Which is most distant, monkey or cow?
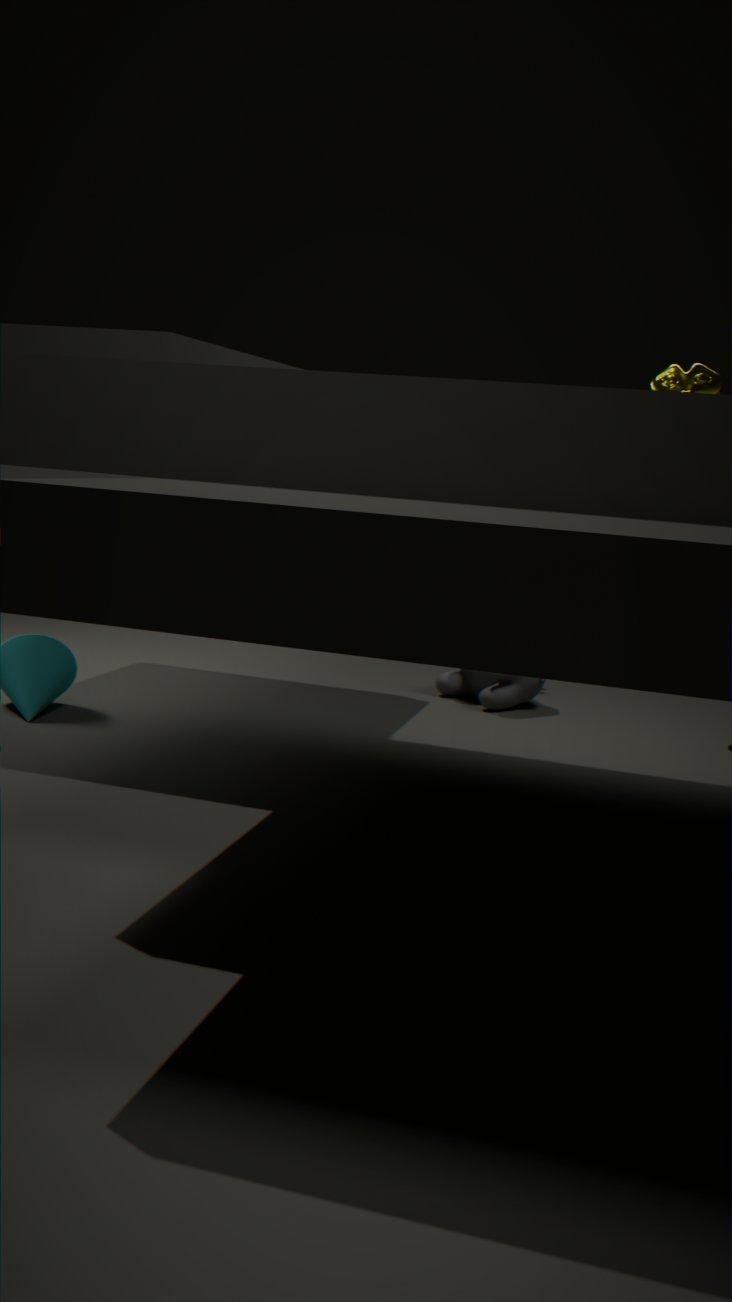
cow
